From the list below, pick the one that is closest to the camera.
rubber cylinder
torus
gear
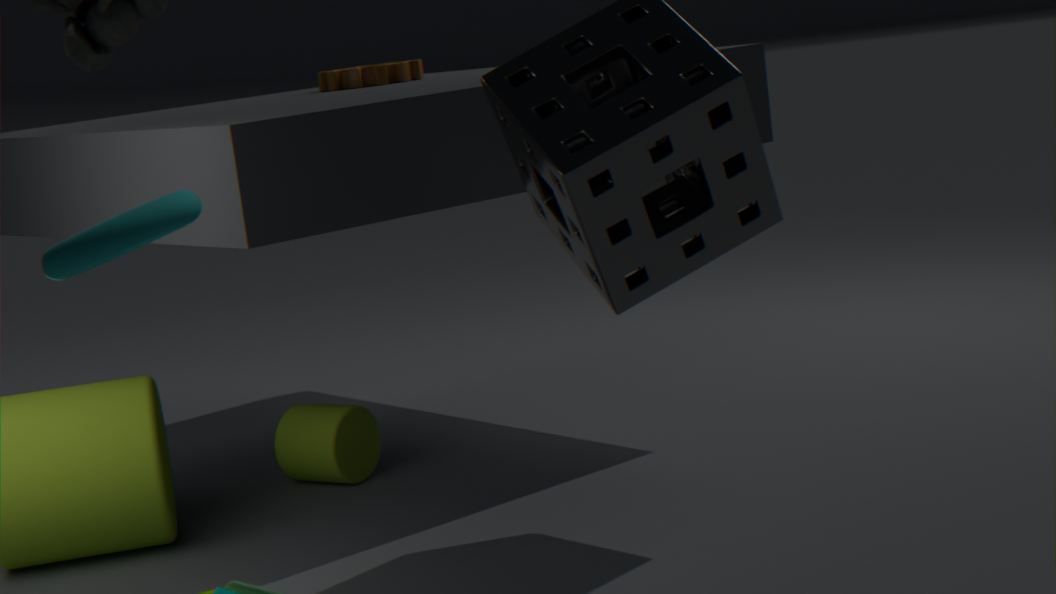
torus
